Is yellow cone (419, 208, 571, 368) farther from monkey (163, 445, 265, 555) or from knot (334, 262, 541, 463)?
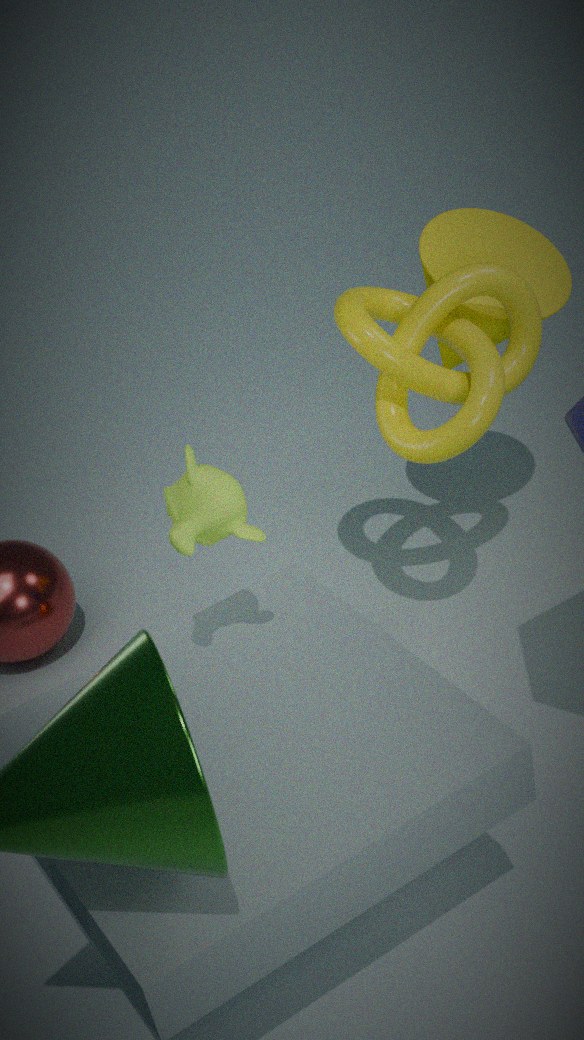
monkey (163, 445, 265, 555)
